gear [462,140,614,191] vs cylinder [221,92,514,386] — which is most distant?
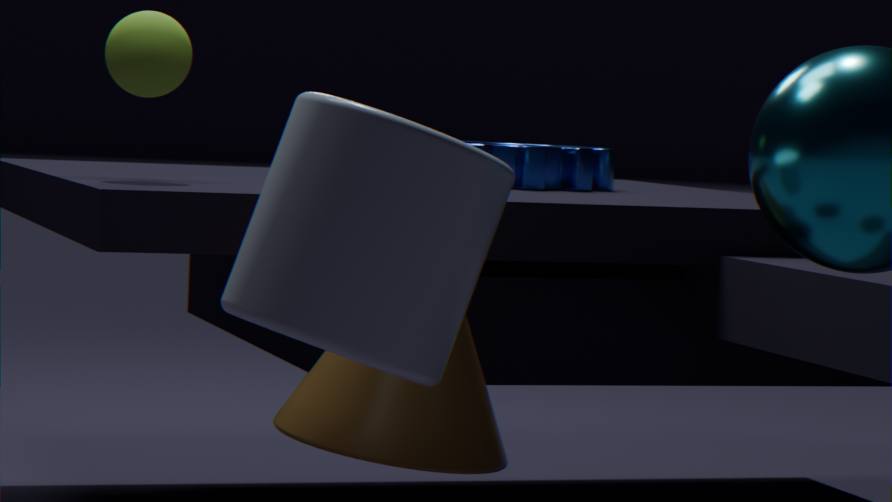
gear [462,140,614,191]
